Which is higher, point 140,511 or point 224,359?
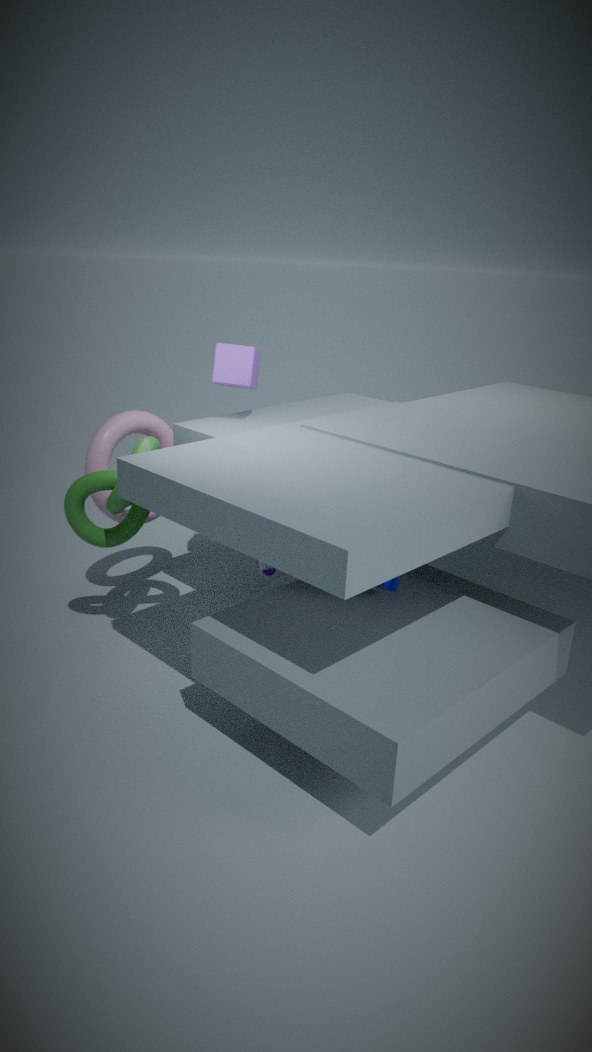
point 224,359
